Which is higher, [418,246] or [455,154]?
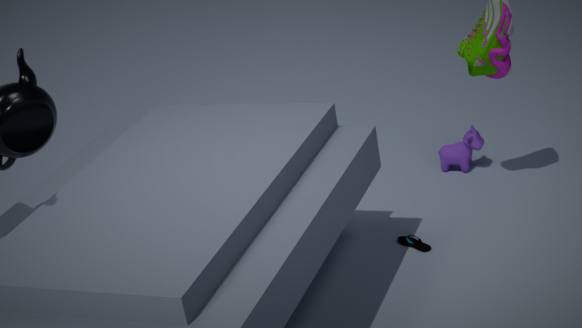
[455,154]
